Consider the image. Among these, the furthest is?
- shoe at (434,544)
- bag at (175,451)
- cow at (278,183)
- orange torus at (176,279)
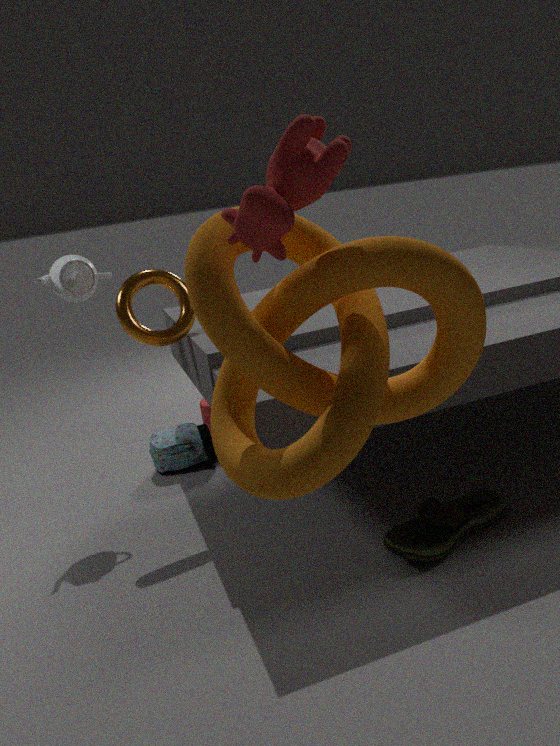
bag at (175,451)
